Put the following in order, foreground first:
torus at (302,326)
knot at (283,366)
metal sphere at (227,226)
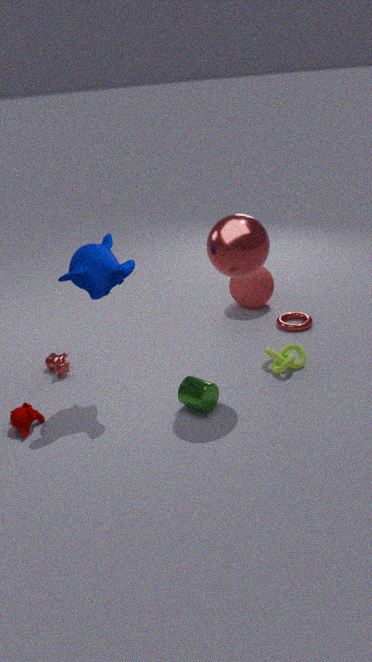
metal sphere at (227,226), knot at (283,366), torus at (302,326)
